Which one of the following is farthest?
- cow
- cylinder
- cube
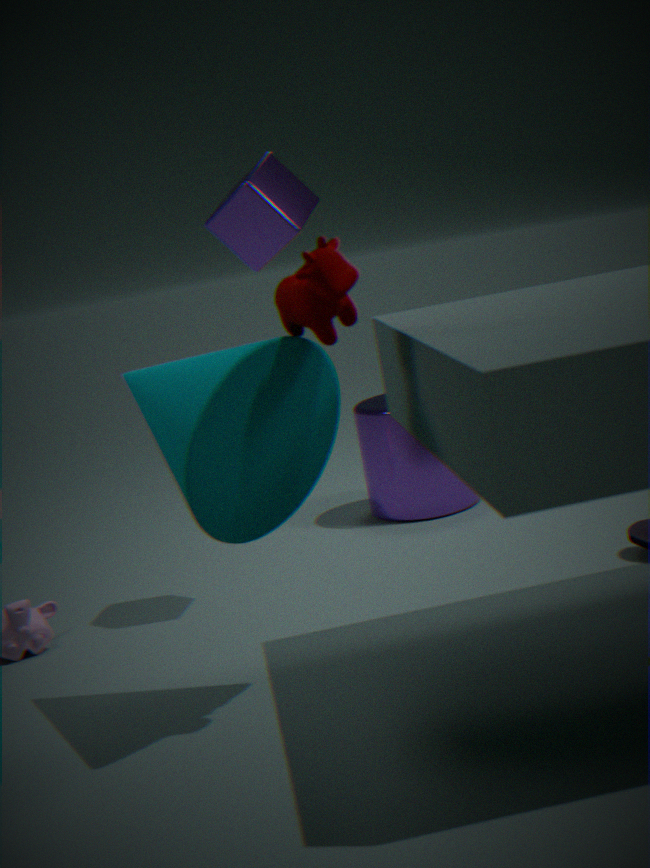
cylinder
